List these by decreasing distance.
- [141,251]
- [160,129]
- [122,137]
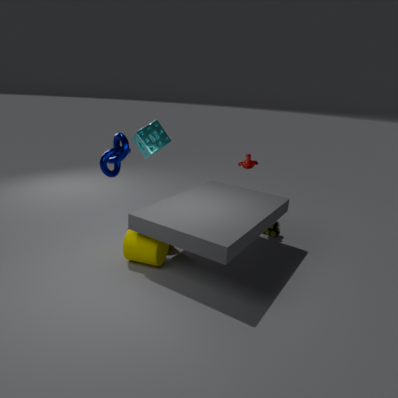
[160,129] < [122,137] < [141,251]
